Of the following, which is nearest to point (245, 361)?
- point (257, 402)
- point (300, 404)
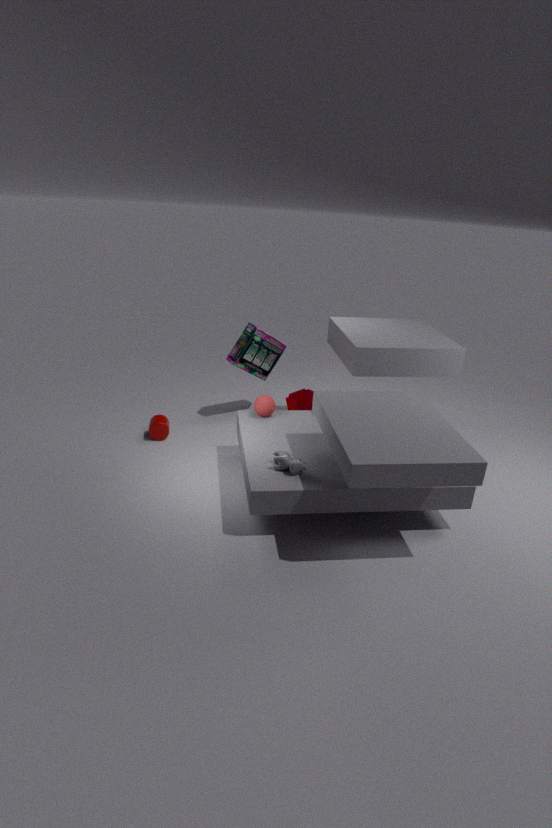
point (300, 404)
